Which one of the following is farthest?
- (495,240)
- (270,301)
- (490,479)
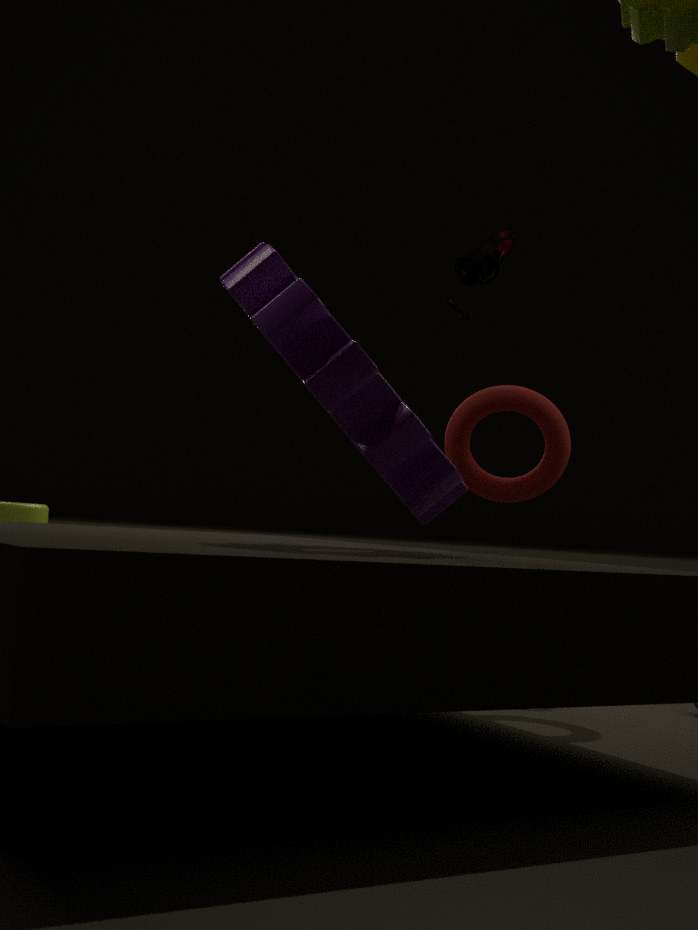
(495,240)
